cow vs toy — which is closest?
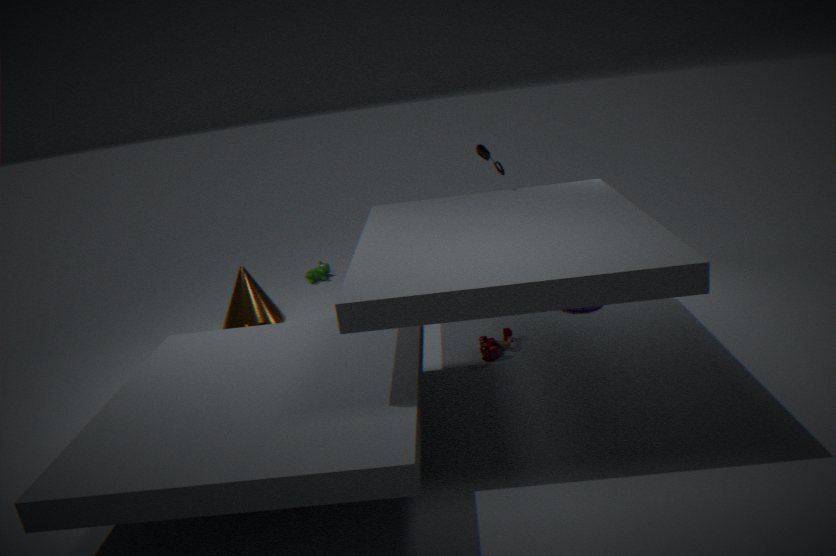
toy
